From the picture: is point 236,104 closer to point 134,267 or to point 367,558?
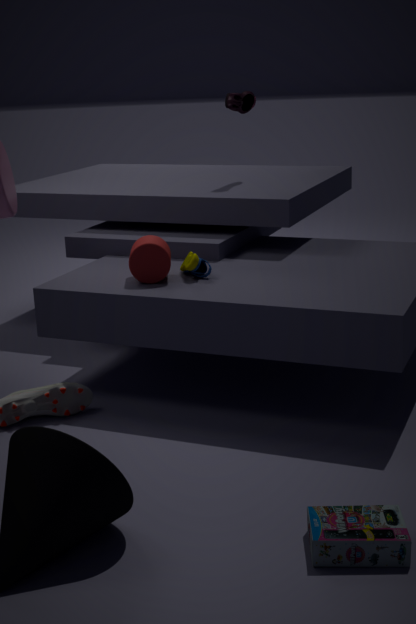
point 134,267
